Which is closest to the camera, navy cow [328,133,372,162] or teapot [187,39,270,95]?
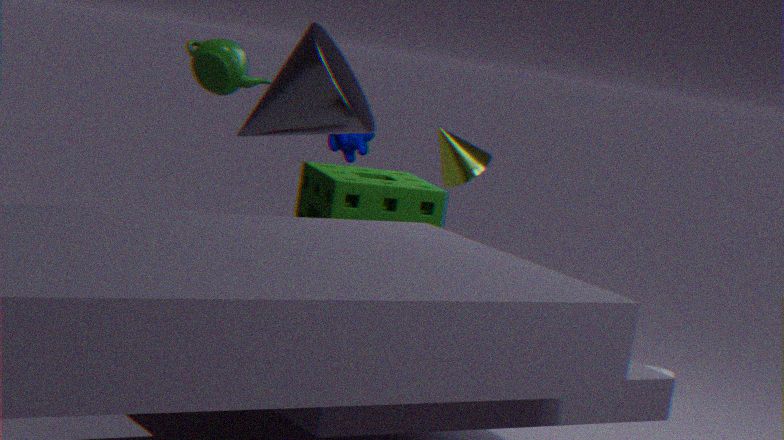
teapot [187,39,270,95]
